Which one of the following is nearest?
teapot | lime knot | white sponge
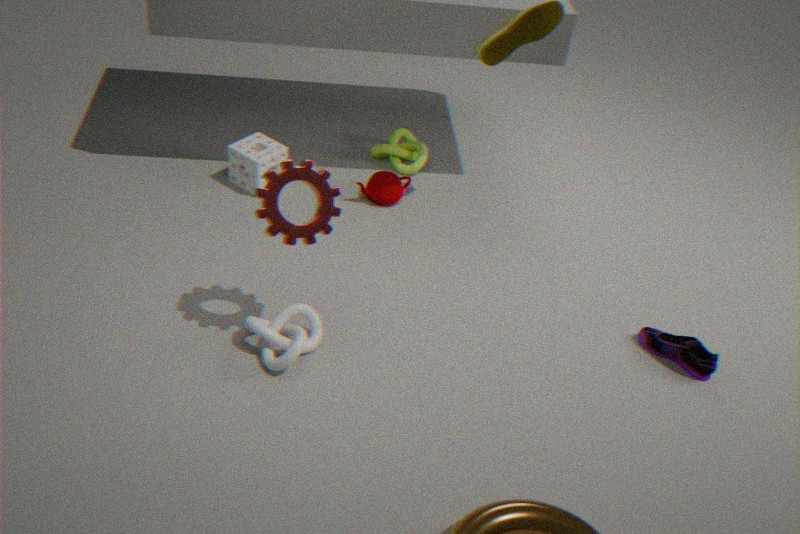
white sponge
